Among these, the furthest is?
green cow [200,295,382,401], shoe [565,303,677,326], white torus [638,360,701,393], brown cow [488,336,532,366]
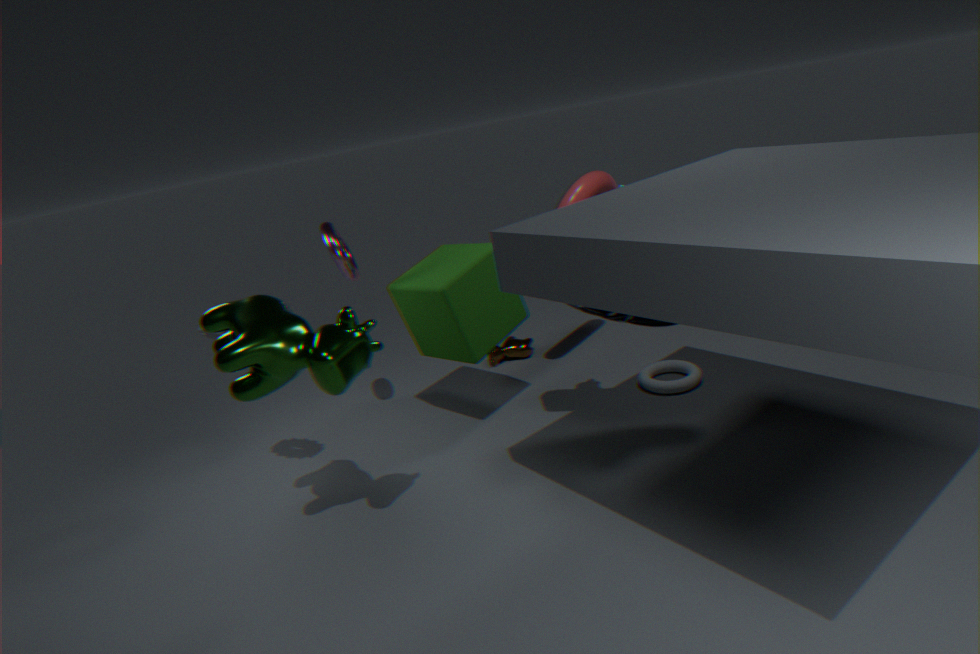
brown cow [488,336,532,366]
